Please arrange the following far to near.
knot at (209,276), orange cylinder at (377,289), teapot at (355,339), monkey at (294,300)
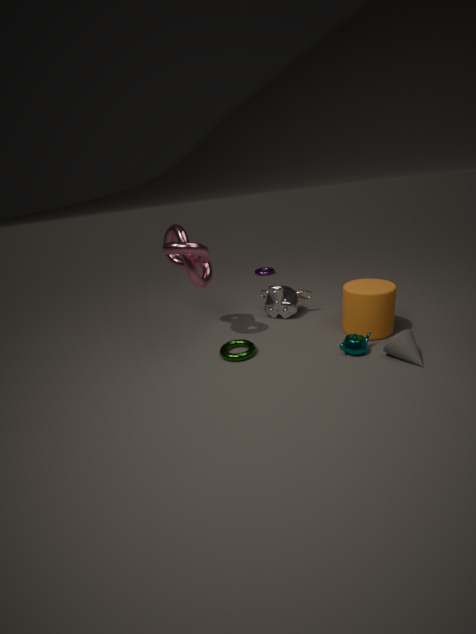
monkey at (294,300) < knot at (209,276) < orange cylinder at (377,289) < teapot at (355,339)
